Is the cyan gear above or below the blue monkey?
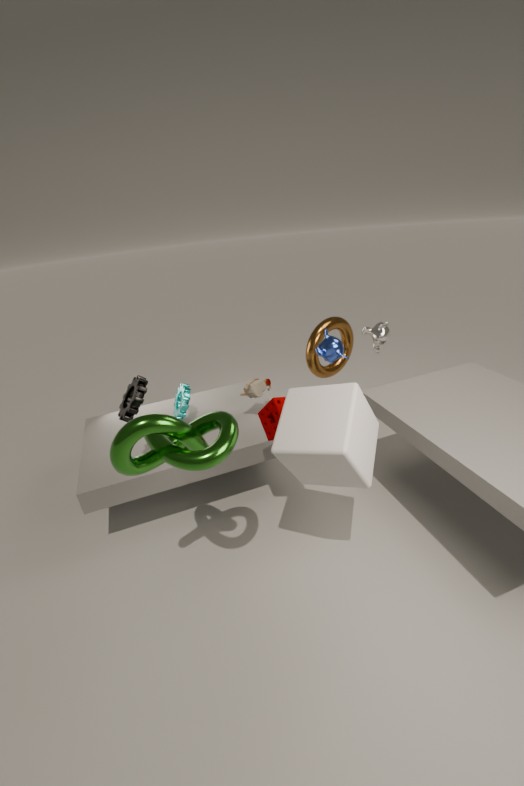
below
